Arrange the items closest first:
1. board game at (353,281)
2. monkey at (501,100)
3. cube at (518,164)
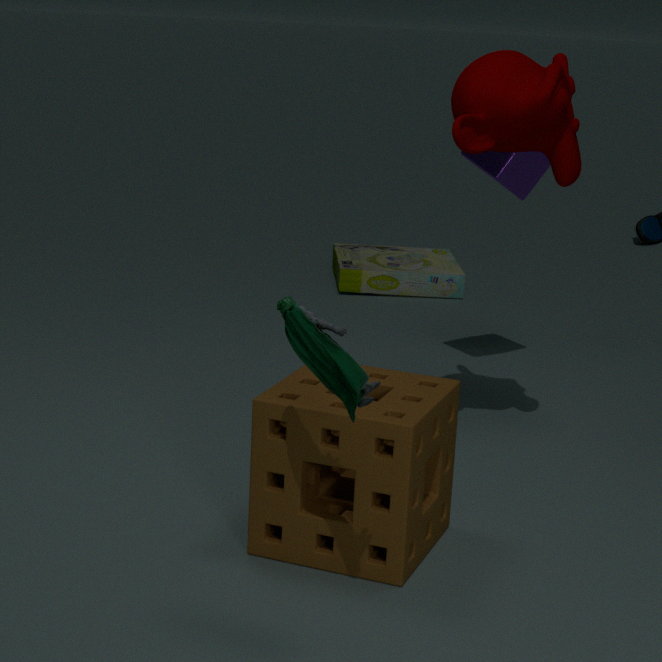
monkey at (501,100)
cube at (518,164)
board game at (353,281)
